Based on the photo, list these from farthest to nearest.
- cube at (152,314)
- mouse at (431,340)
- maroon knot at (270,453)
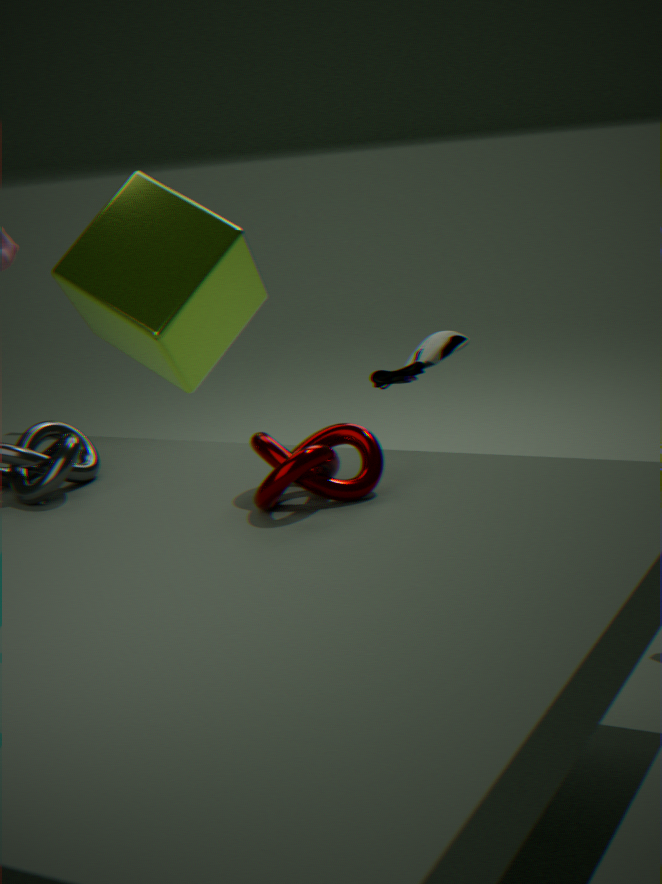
cube at (152,314) → mouse at (431,340) → maroon knot at (270,453)
